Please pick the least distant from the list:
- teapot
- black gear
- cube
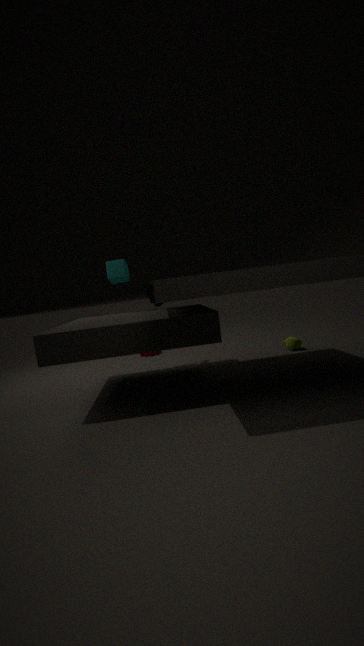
cube
